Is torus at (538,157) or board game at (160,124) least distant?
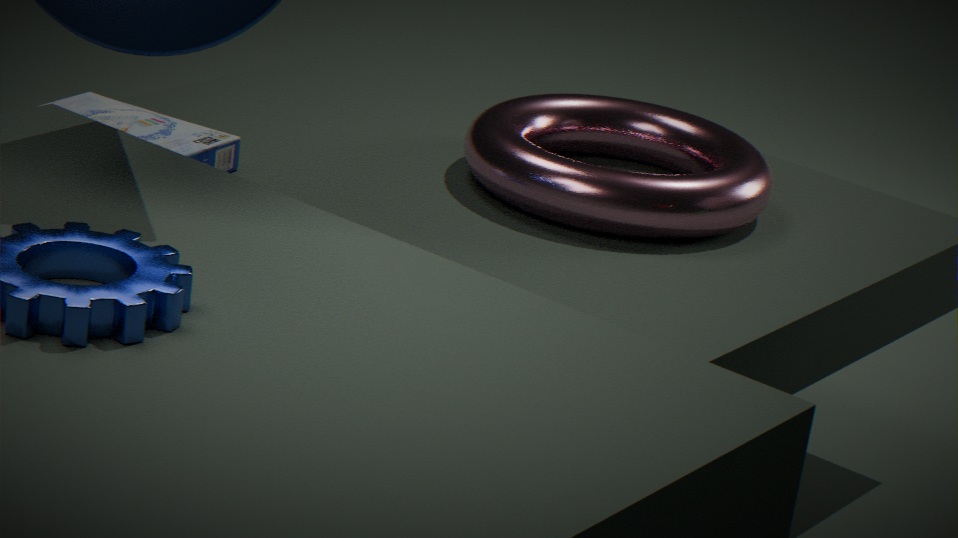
board game at (160,124)
